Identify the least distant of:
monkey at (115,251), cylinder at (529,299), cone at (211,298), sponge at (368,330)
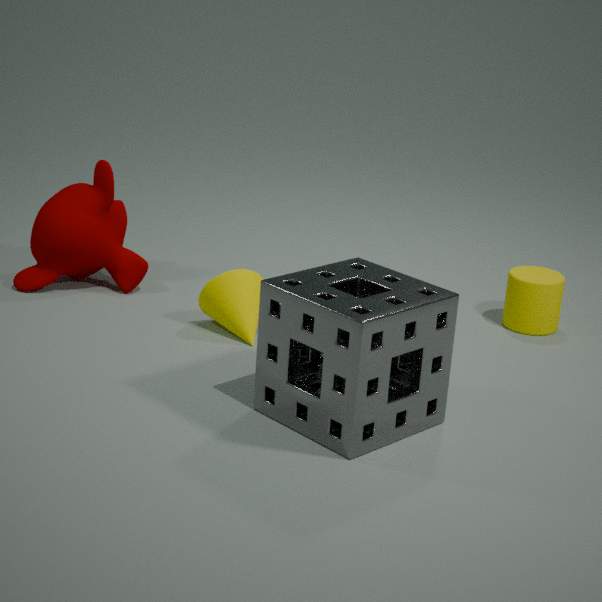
sponge at (368,330)
